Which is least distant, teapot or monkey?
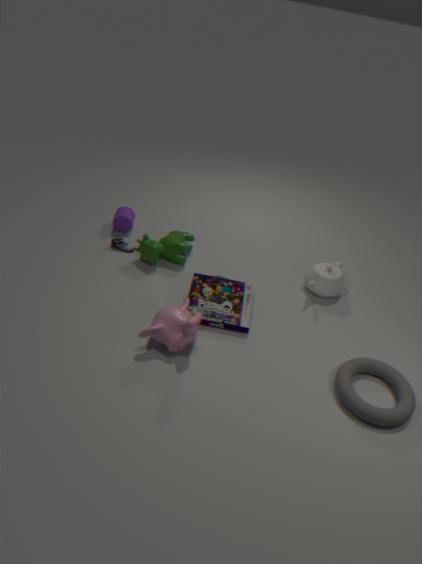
monkey
